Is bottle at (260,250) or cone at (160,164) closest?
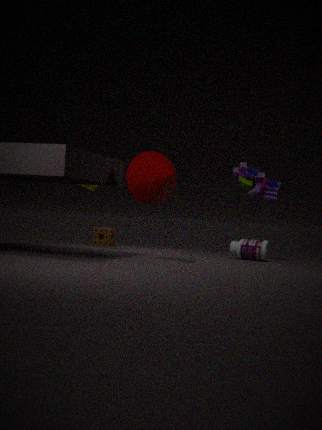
cone at (160,164)
